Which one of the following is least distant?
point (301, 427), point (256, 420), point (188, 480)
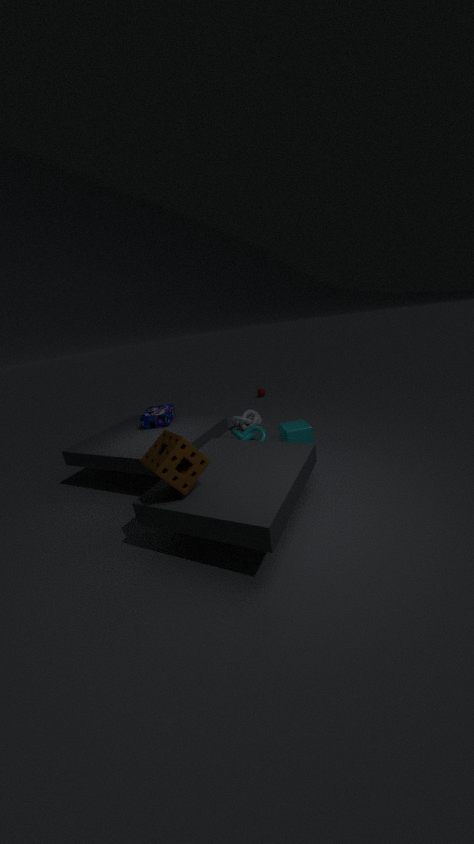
point (188, 480)
